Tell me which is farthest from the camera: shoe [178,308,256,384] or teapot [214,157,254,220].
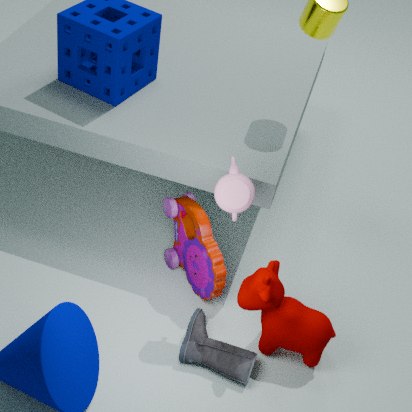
shoe [178,308,256,384]
